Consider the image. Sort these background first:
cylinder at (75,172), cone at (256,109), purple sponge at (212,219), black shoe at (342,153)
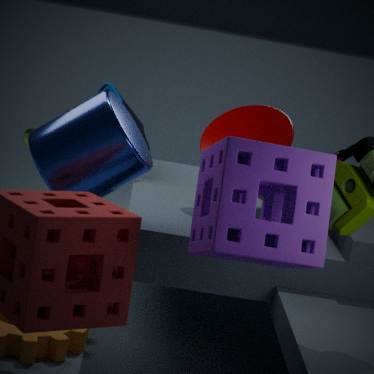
black shoe at (342,153) < cone at (256,109) < cylinder at (75,172) < purple sponge at (212,219)
